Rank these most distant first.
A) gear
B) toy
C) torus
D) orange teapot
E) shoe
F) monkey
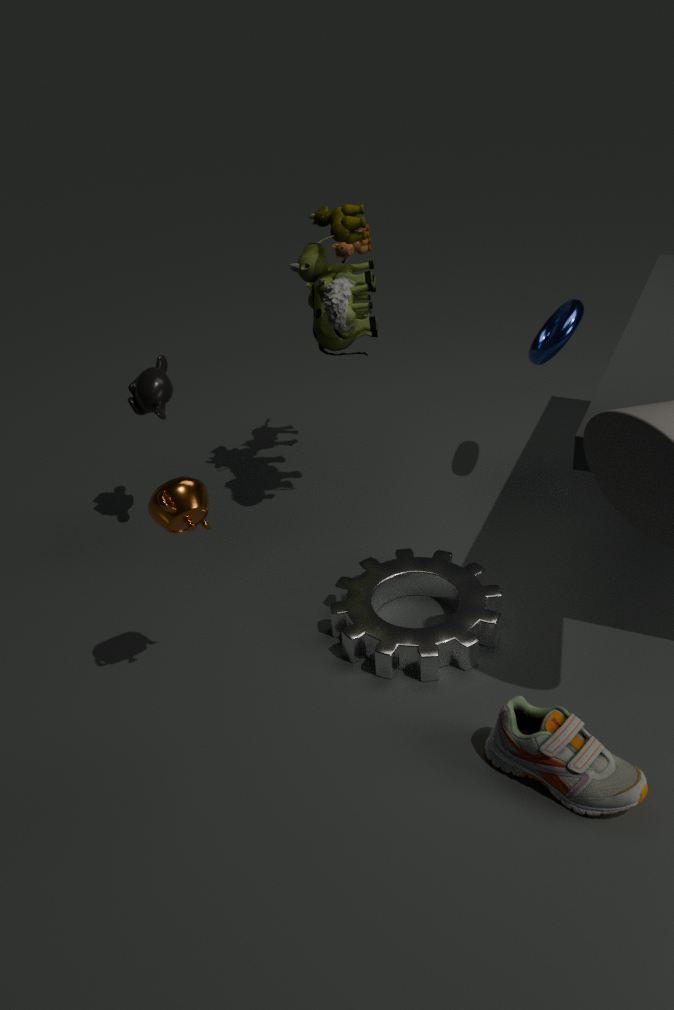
torus
monkey
toy
gear
orange teapot
shoe
